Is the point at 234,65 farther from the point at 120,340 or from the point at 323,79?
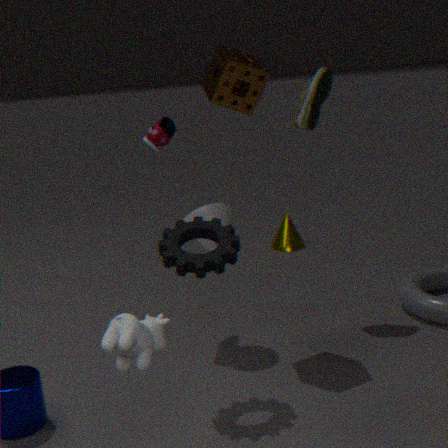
the point at 120,340
